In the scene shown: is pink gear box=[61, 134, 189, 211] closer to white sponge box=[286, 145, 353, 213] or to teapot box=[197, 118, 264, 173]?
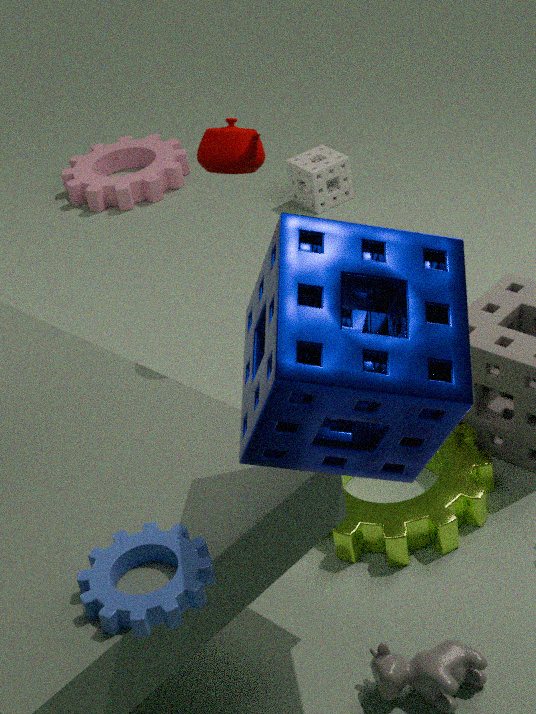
white sponge box=[286, 145, 353, 213]
